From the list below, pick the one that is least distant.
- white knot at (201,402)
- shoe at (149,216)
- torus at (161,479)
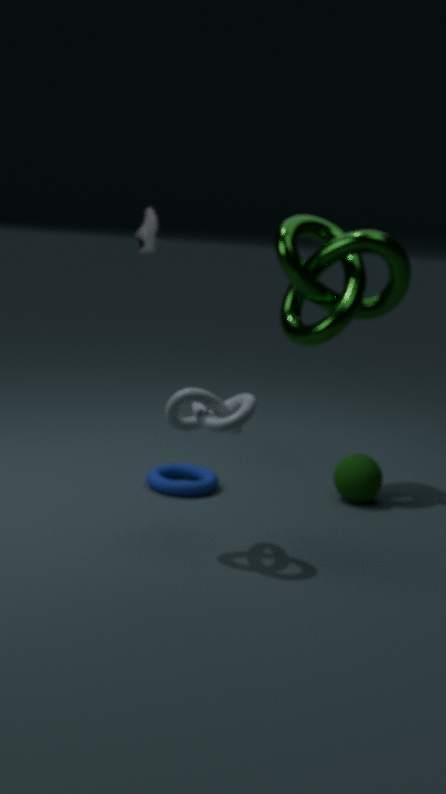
white knot at (201,402)
